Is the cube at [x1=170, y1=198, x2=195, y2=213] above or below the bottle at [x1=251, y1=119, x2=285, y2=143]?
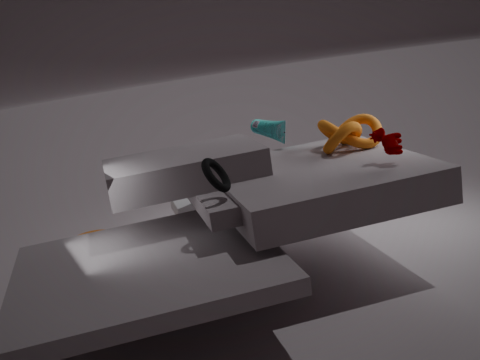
below
